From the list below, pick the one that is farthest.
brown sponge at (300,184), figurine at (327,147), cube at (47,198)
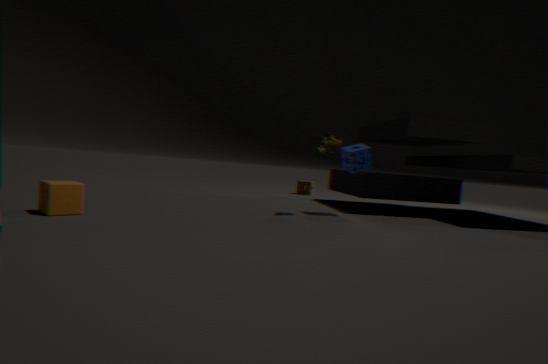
brown sponge at (300,184)
